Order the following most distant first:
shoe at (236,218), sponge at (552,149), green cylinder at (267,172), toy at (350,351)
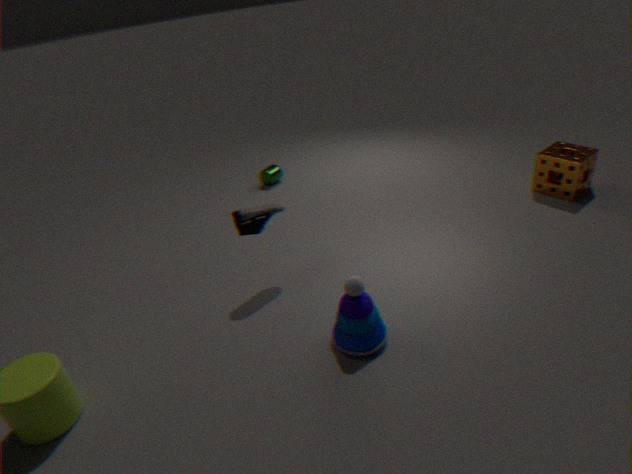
green cylinder at (267,172) → sponge at (552,149) → shoe at (236,218) → toy at (350,351)
